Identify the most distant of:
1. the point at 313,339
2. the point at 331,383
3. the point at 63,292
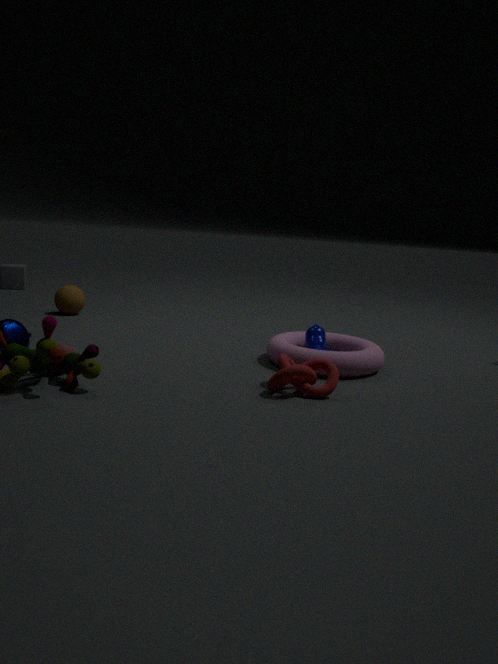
the point at 63,292
